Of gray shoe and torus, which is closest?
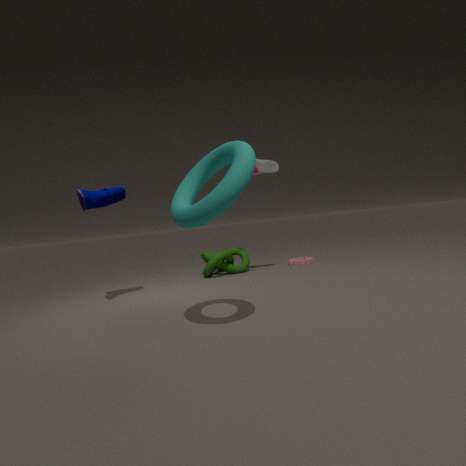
torus
